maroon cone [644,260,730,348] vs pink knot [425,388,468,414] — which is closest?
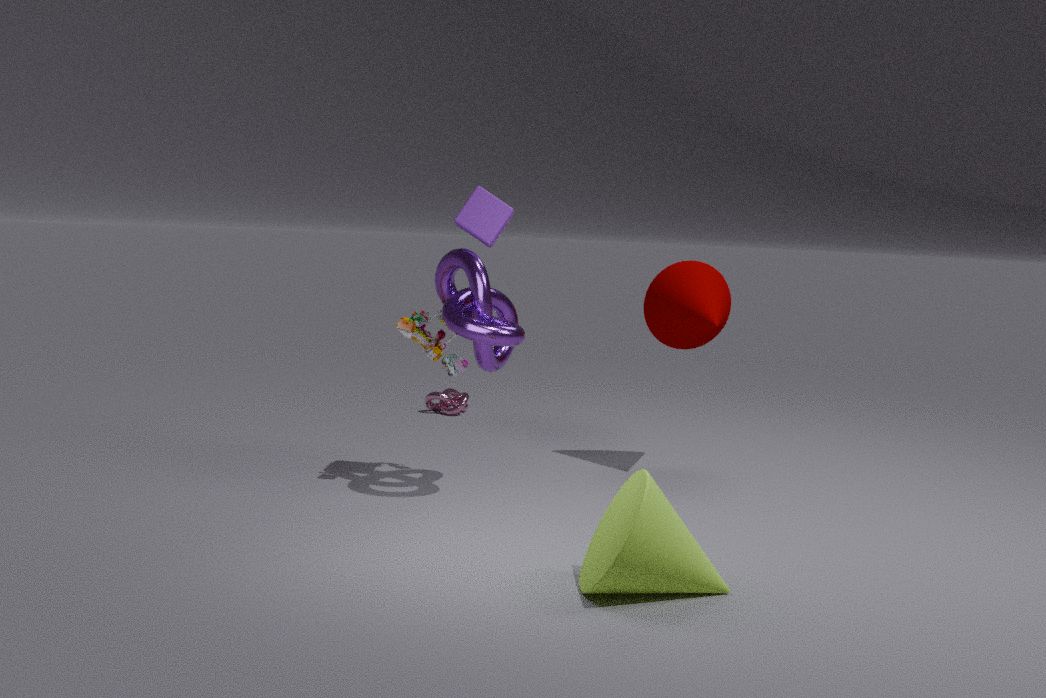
maroon cone [644,260,730,348]
